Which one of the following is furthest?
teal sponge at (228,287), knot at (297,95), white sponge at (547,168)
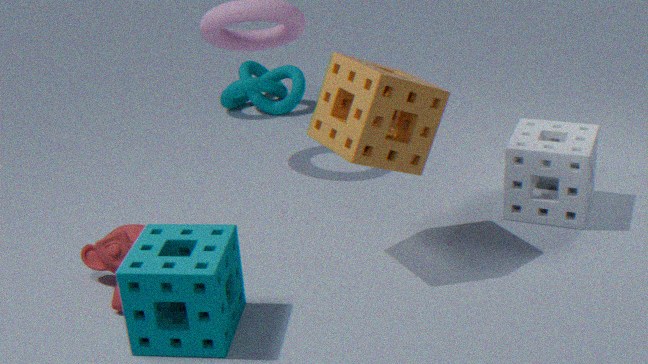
knot at (297,95)
